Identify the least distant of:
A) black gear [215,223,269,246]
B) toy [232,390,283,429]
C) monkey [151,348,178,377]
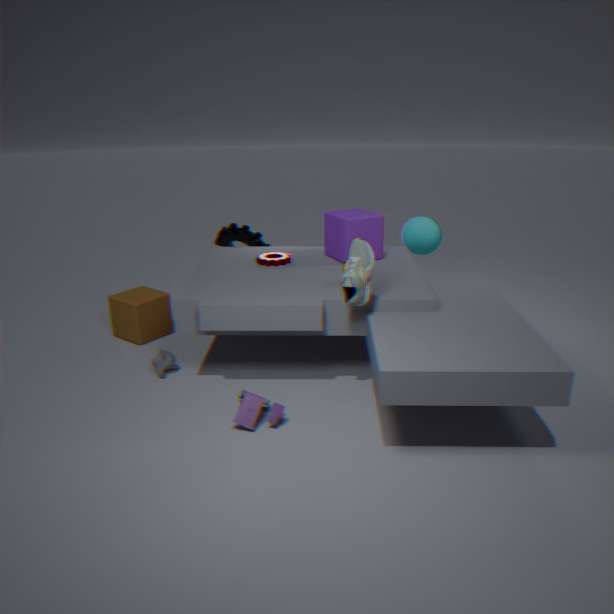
toy [232,390,283,429]
